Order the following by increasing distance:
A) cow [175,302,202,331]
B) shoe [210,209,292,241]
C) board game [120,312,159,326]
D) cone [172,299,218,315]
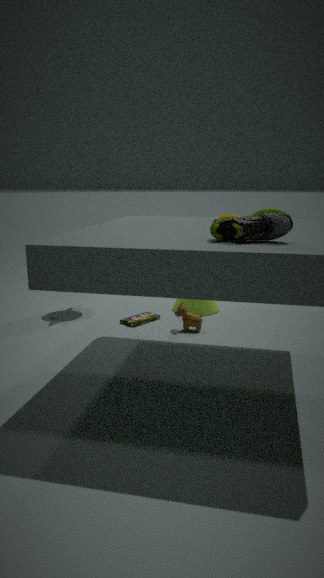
shoe [210,209,292,241], cow [175,302,202,331], board game [120,312,159,326], cone [172,299,218,315]
